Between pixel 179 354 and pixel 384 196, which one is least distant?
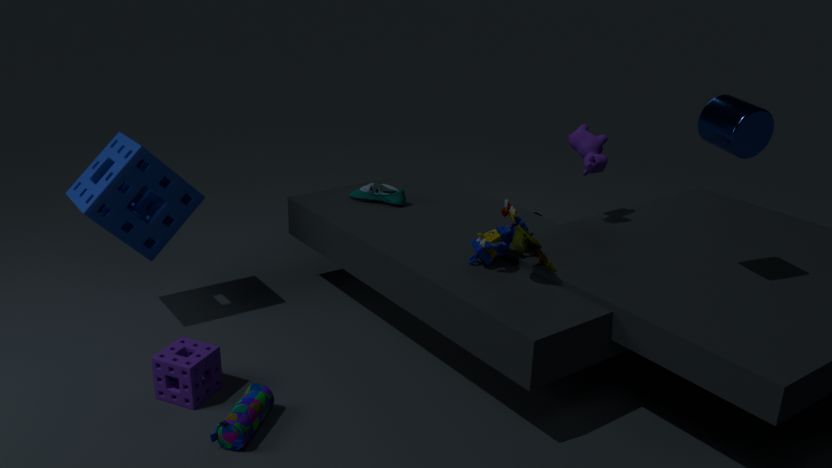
pixel 179 354
